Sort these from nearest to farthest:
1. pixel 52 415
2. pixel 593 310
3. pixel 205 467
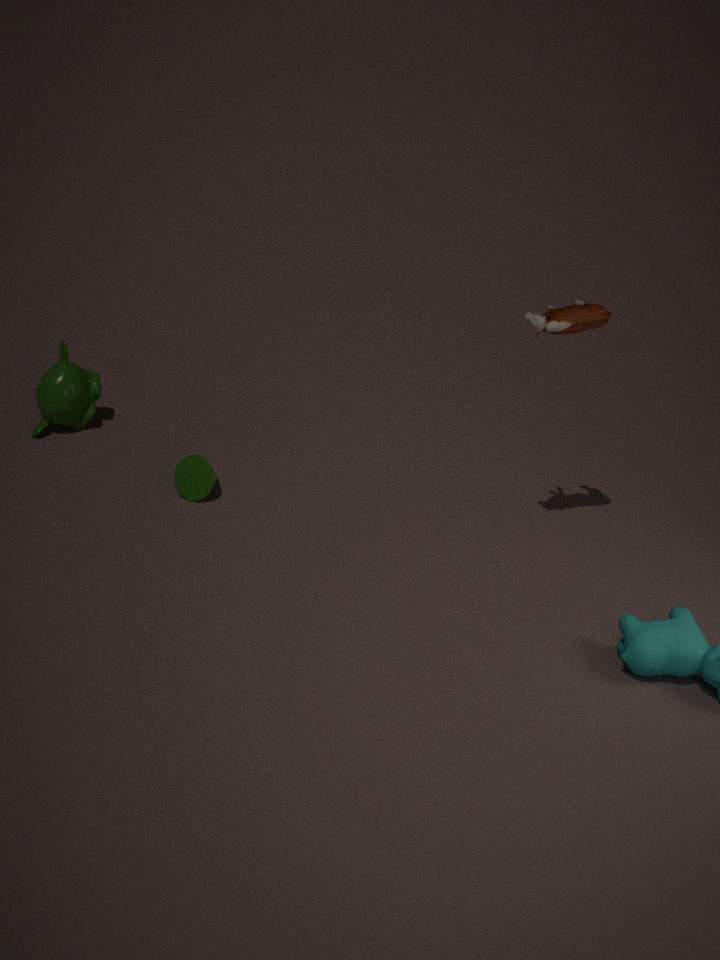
pixel 593 310 → pixel 205 467 → pixel 52 415
